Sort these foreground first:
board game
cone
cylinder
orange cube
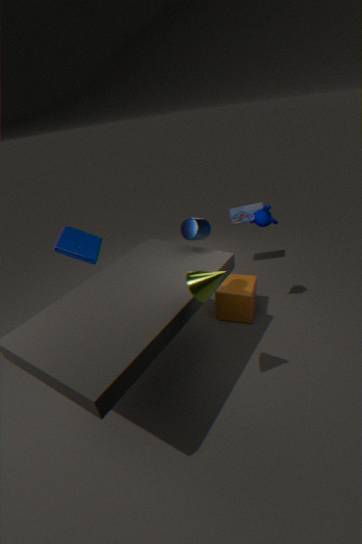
cone < cylinder < orange cube < board game
